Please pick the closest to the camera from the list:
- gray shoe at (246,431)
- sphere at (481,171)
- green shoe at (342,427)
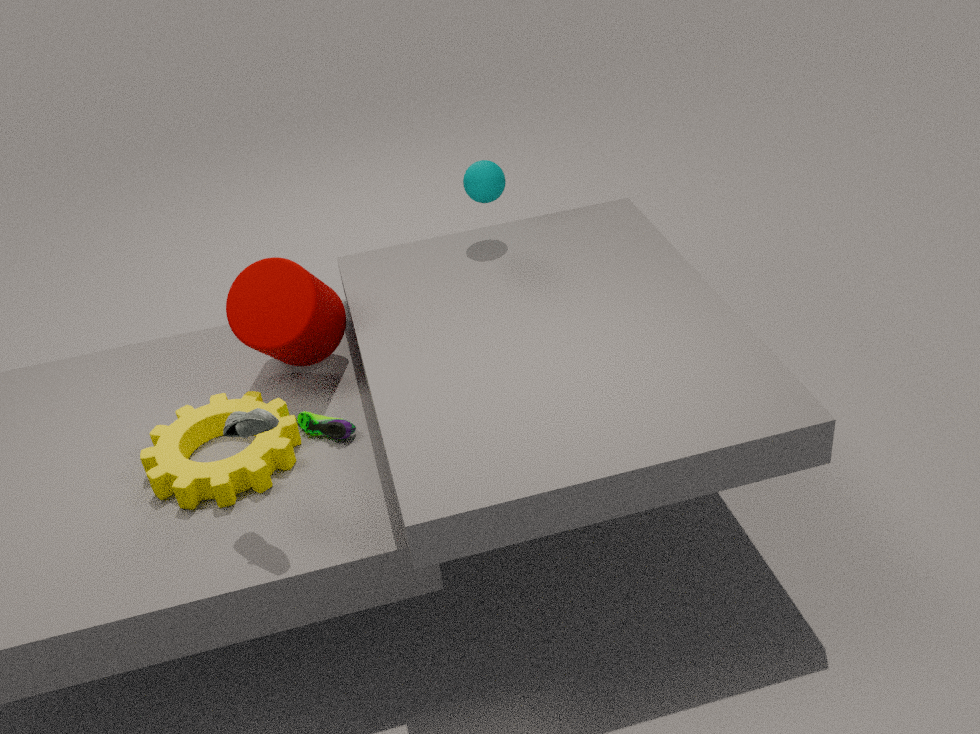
gray shoe at (246,431)
